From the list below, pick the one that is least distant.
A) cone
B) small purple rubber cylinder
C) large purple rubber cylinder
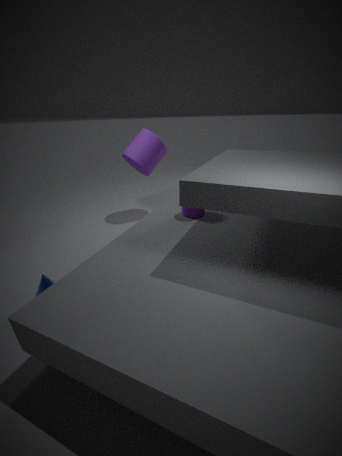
cone
